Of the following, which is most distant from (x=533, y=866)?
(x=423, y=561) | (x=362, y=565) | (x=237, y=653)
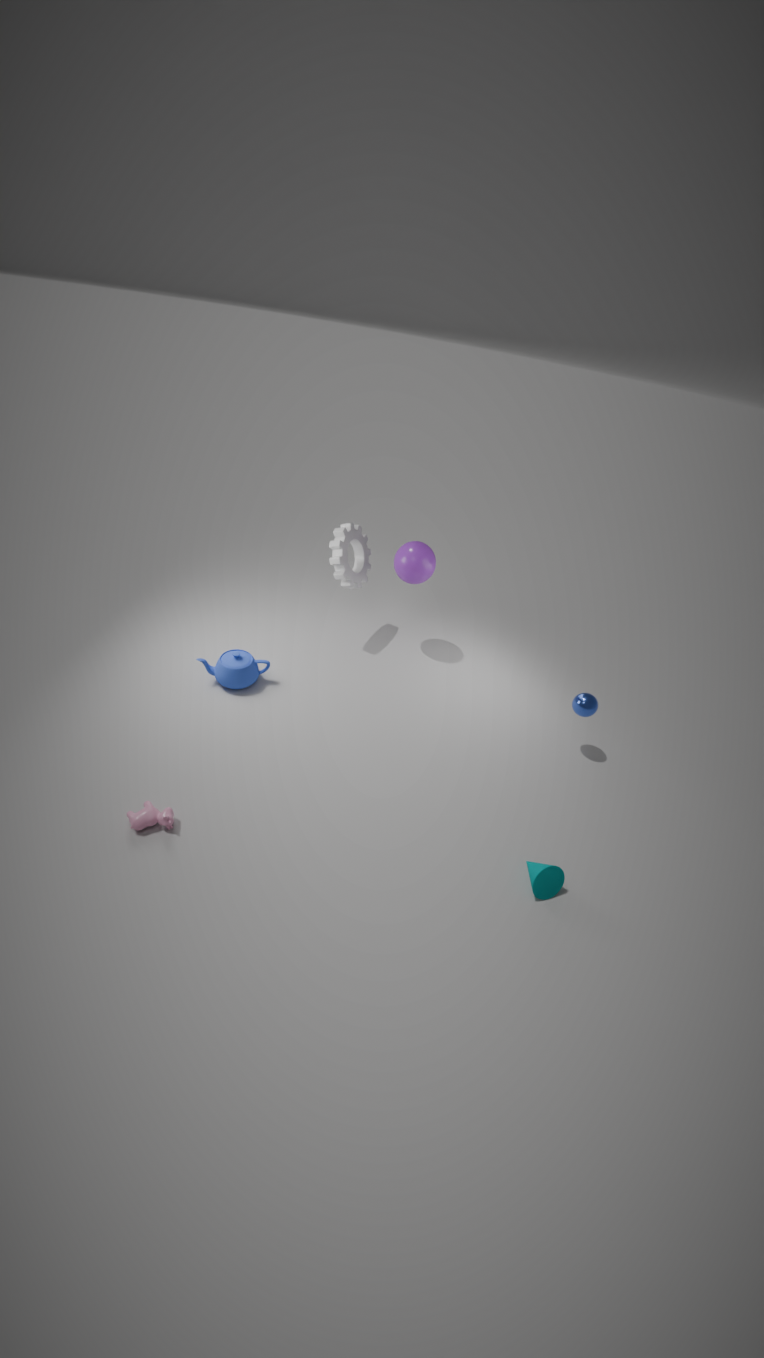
(x=362, y=565)
